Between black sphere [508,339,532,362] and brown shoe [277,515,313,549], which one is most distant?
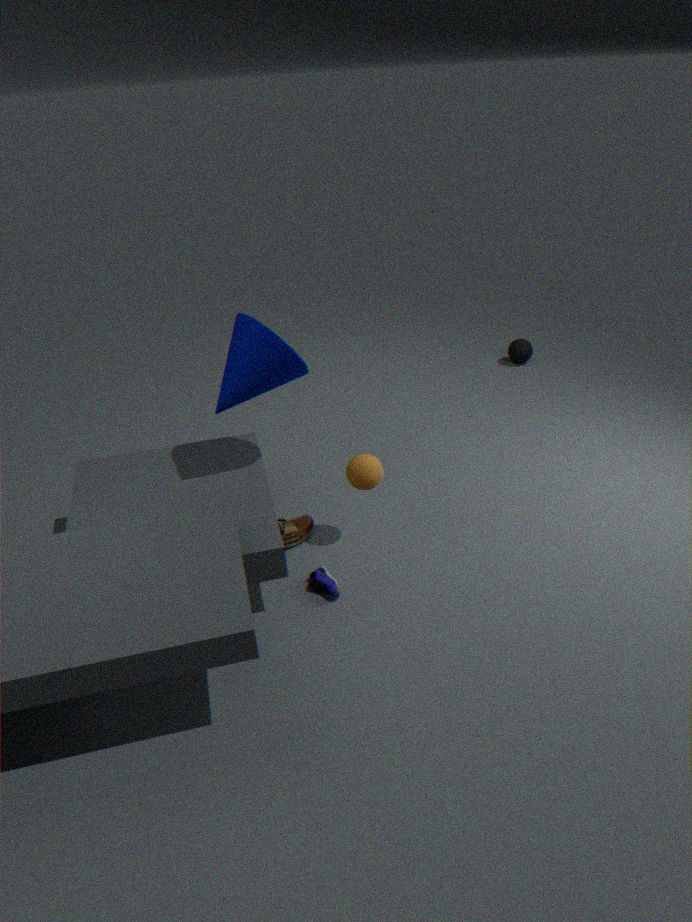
black sphere [508,339,532,362]
